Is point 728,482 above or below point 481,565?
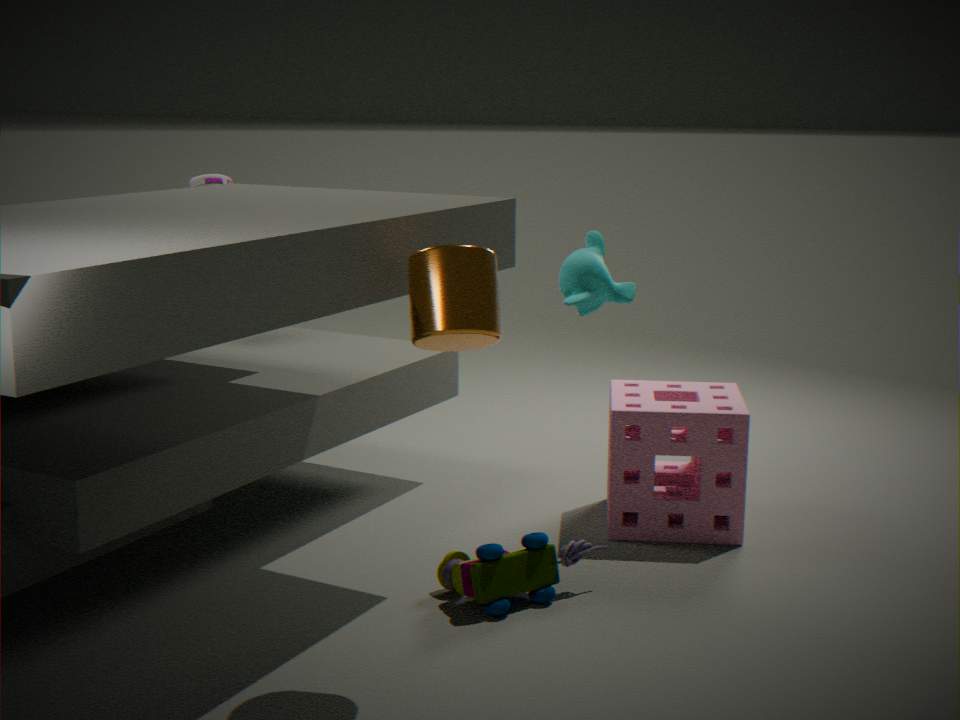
above
